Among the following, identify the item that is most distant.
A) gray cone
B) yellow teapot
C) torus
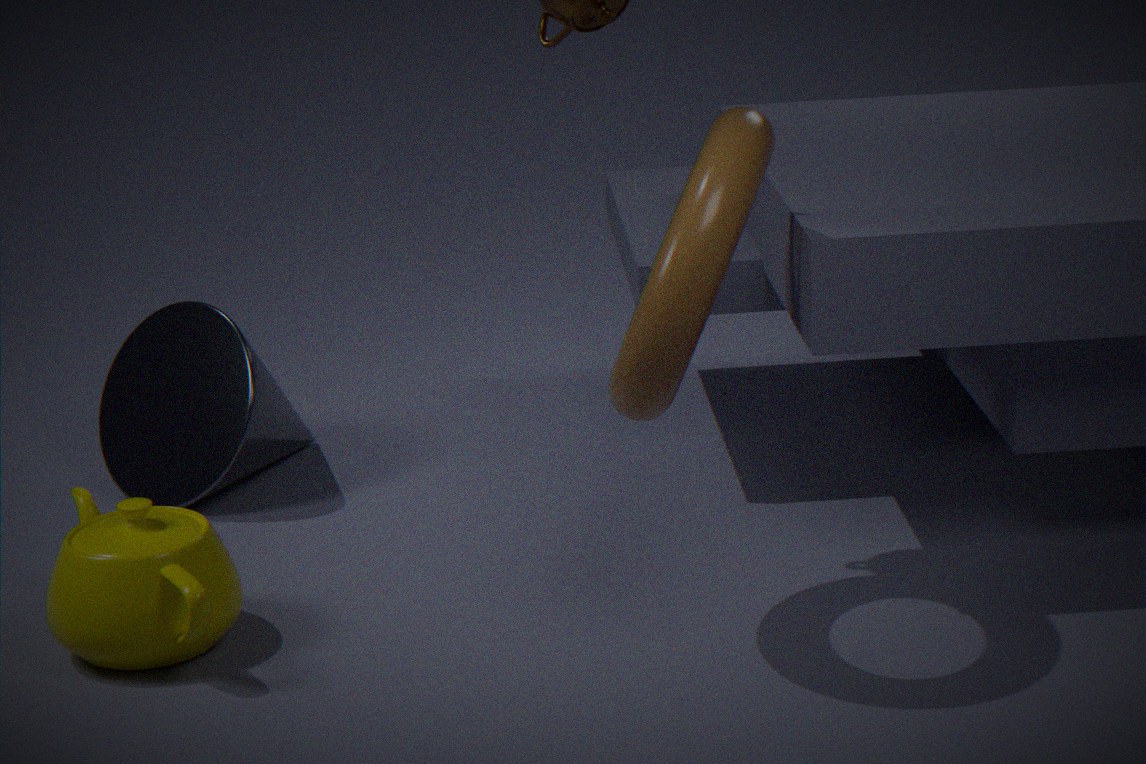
gray cone
